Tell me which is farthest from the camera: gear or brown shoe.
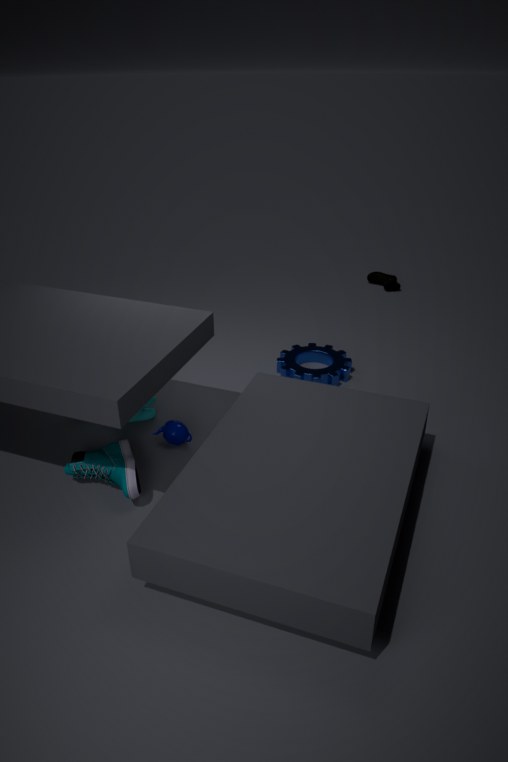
brown shoe
